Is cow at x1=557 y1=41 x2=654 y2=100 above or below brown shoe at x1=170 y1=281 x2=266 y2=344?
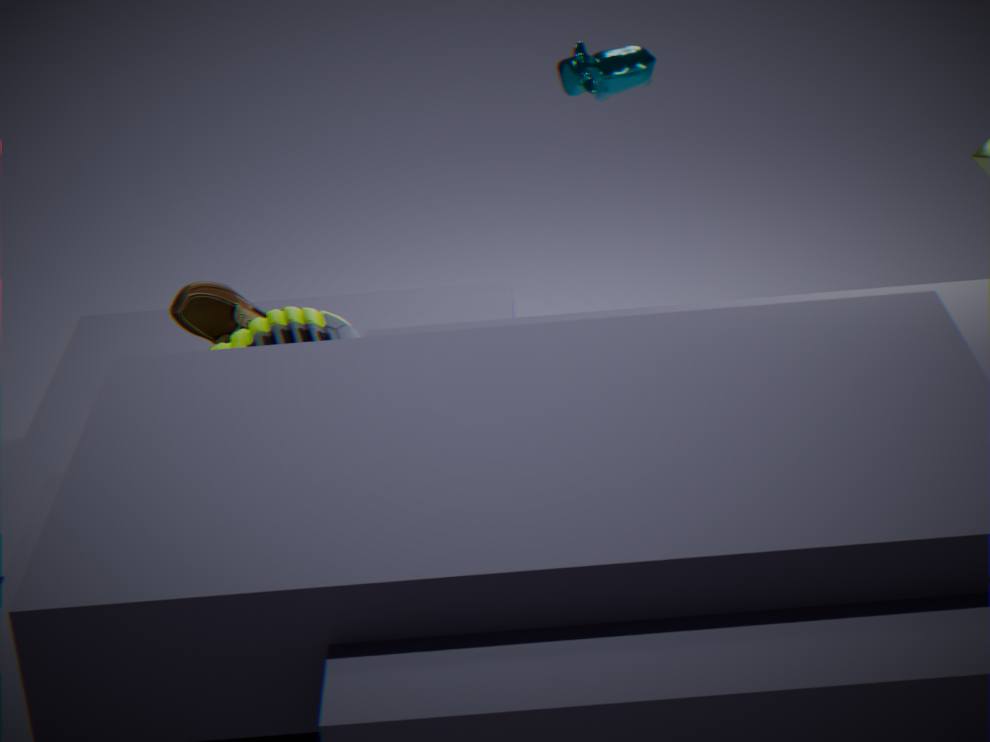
A: above
